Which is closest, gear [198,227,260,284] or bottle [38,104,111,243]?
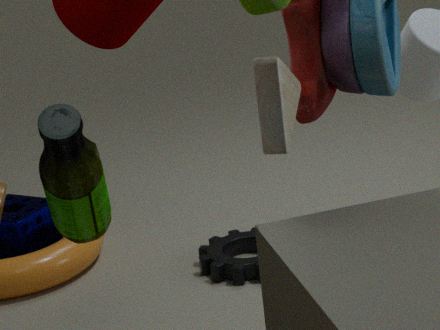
bottle [38,104,111,243]
